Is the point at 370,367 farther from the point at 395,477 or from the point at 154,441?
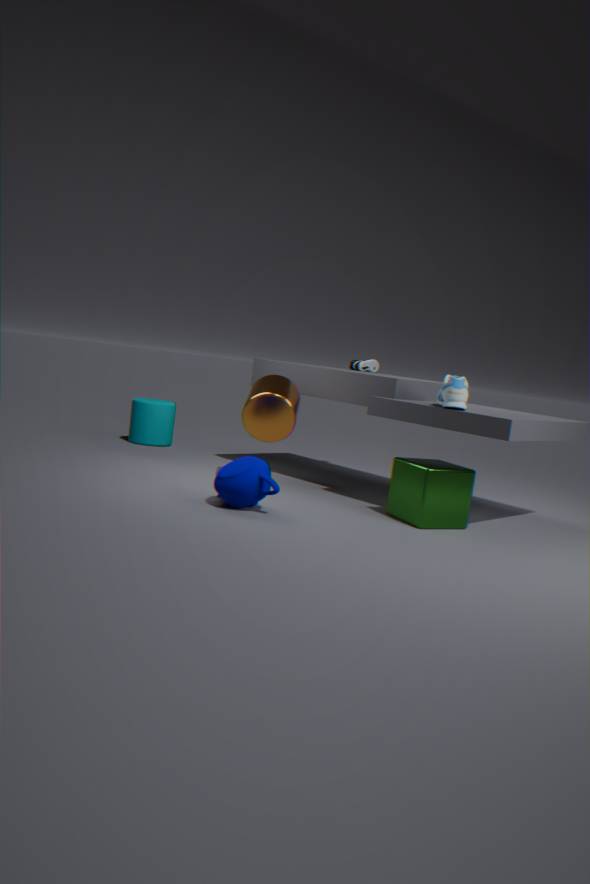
the point at 154,441
